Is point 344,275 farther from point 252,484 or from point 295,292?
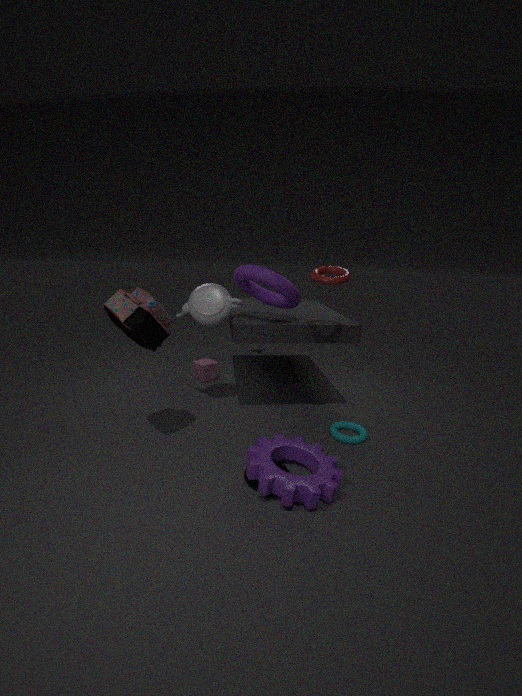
point 252,484
